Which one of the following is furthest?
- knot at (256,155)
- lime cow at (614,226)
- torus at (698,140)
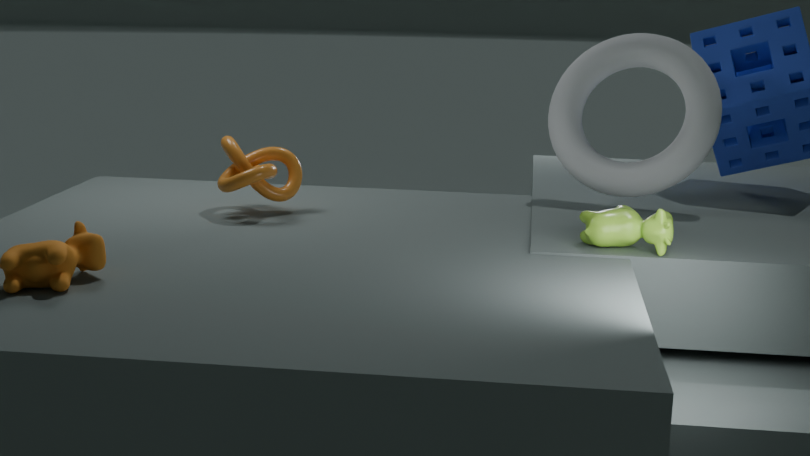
torus at (698,140)
